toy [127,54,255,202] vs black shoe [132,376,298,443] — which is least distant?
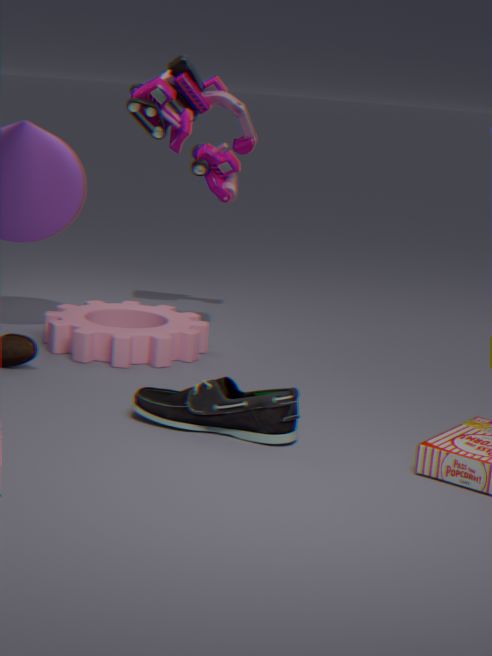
black shoe [132,376,298,443]
